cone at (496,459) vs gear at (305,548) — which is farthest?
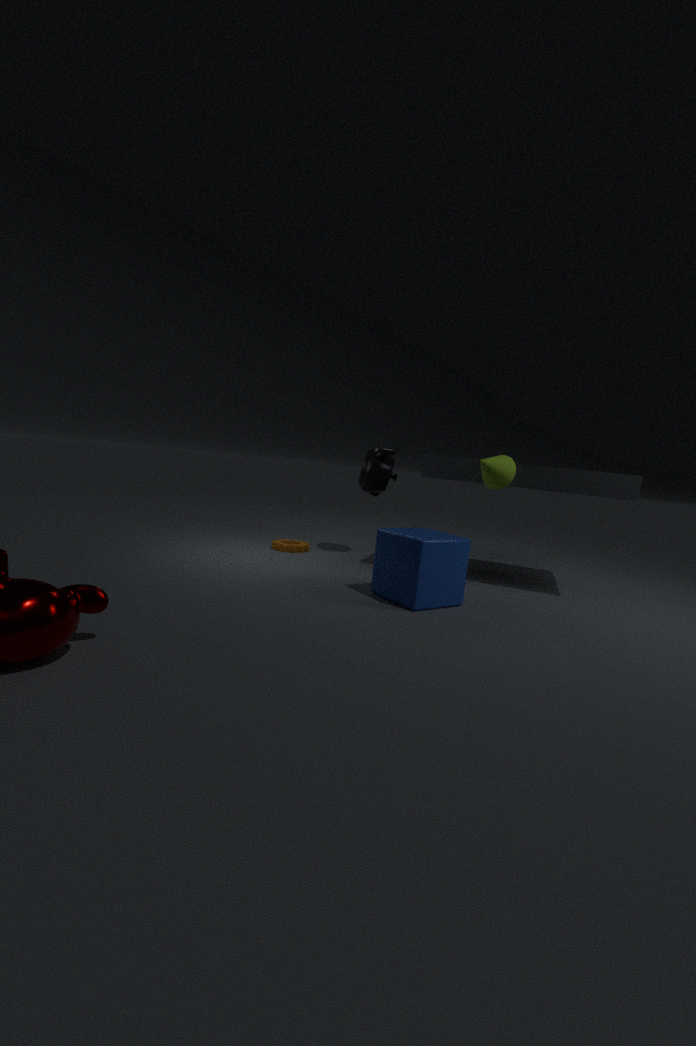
gear at (305,548)
